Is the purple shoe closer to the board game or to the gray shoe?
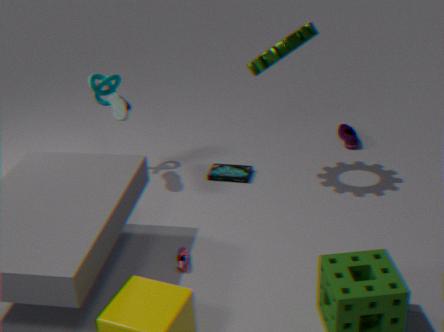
the board game
